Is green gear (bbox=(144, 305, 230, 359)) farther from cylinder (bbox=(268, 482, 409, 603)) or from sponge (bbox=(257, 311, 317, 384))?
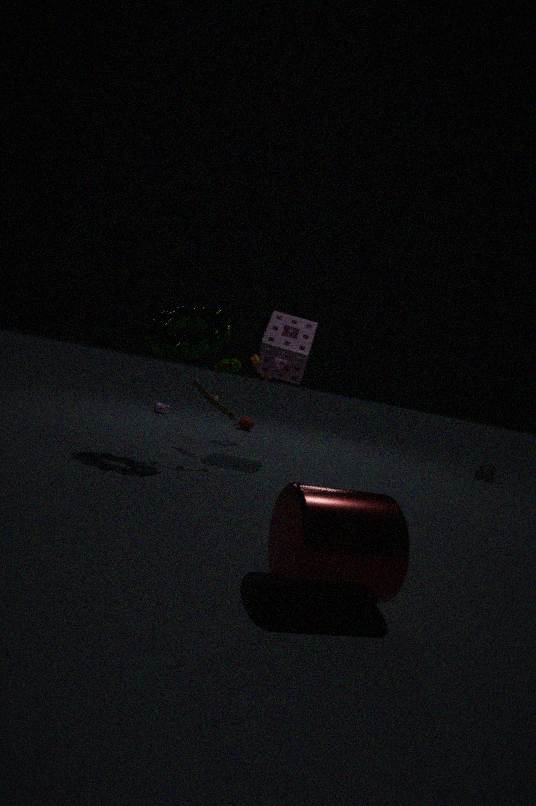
cylinder (bbox=(268, 482, 409, 603))
